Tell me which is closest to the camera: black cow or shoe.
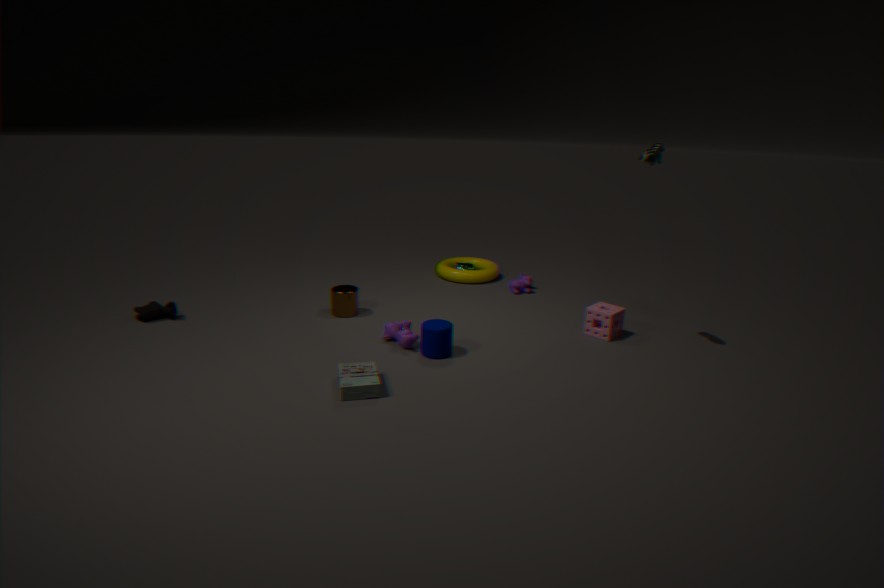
shoe
